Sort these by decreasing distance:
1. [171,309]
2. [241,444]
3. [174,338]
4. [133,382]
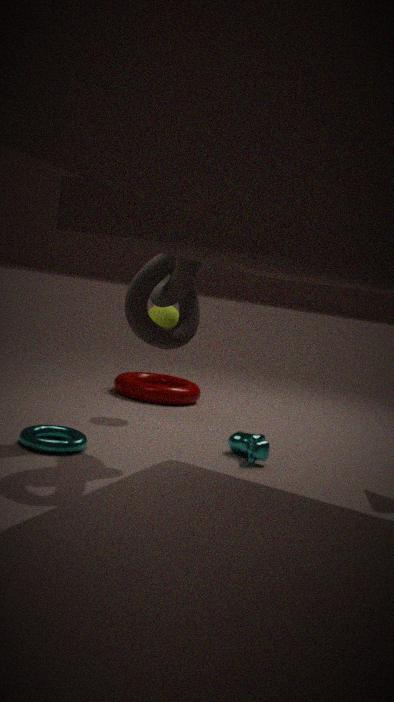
[133,382] → [171,309] → [241,444] → [174,338]
